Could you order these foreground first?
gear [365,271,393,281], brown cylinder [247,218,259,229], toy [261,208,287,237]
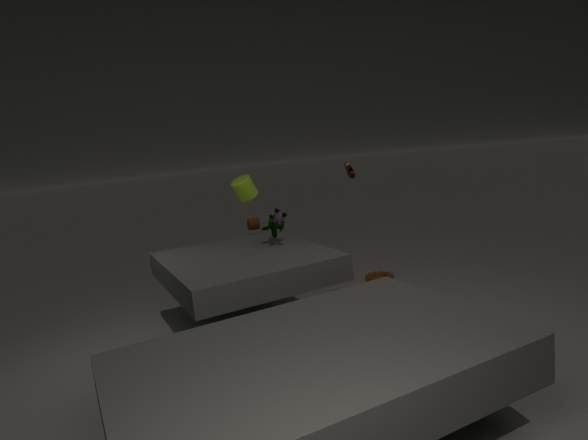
toy [261,208,287,237], gear [365,271,393,281], brown cylinder [247,218,259,229]
